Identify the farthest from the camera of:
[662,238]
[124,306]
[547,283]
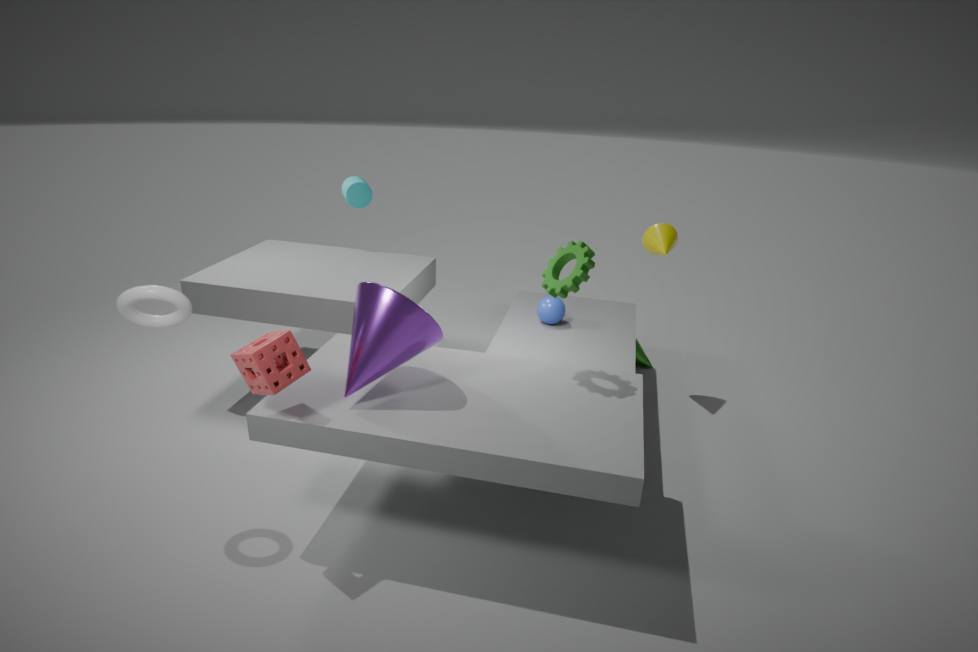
[662,238]
